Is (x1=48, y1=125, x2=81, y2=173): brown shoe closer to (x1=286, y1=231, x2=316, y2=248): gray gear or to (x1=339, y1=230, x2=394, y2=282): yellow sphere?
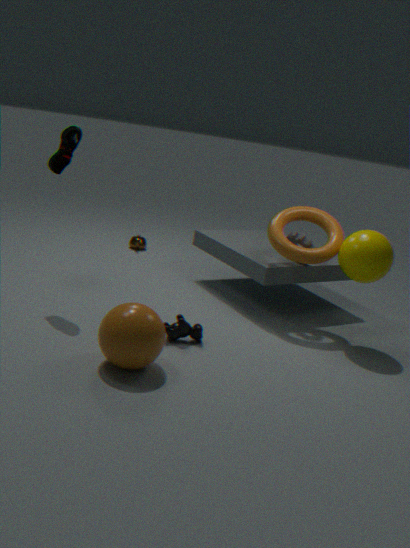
(x1=286, y1=231, x2=316, y2=248): gray gear
